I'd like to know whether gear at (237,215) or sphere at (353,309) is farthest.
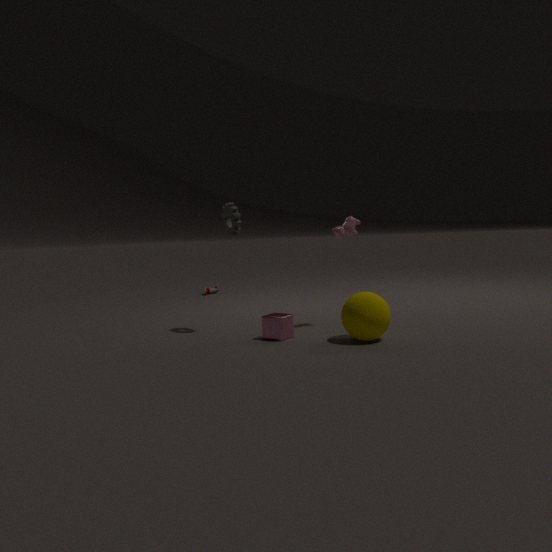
gear at (237,215)
